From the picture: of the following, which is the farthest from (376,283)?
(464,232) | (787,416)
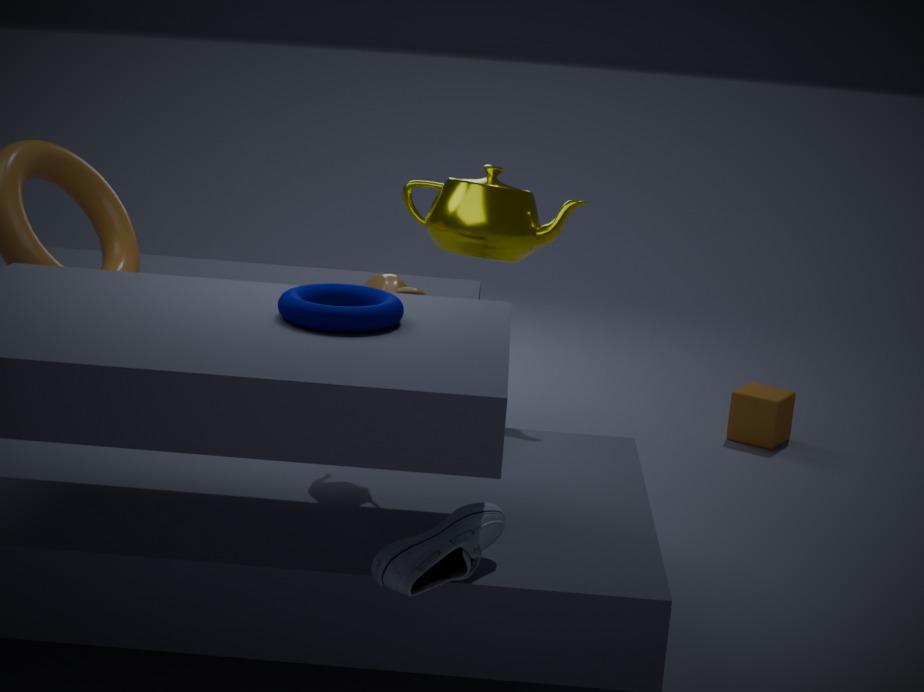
(787,416)
